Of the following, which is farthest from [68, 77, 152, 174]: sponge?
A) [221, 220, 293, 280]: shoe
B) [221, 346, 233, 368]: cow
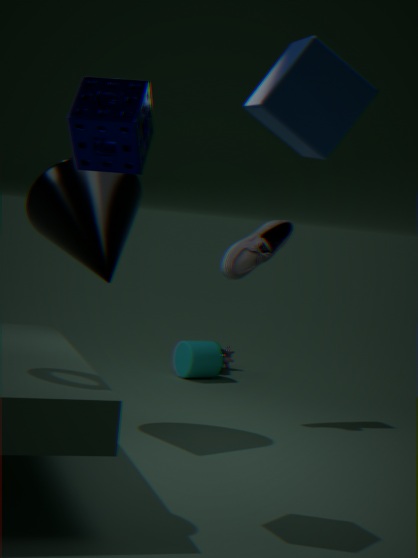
[221, 346, 233, 368]: cow
